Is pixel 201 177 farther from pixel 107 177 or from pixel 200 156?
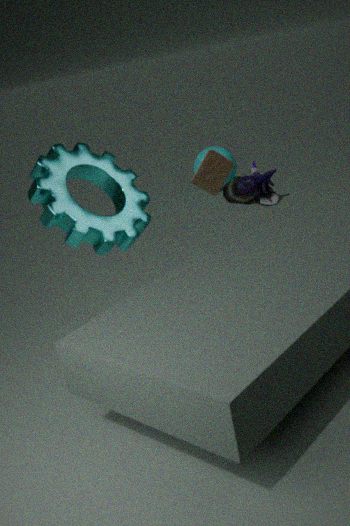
pixel 200 156
